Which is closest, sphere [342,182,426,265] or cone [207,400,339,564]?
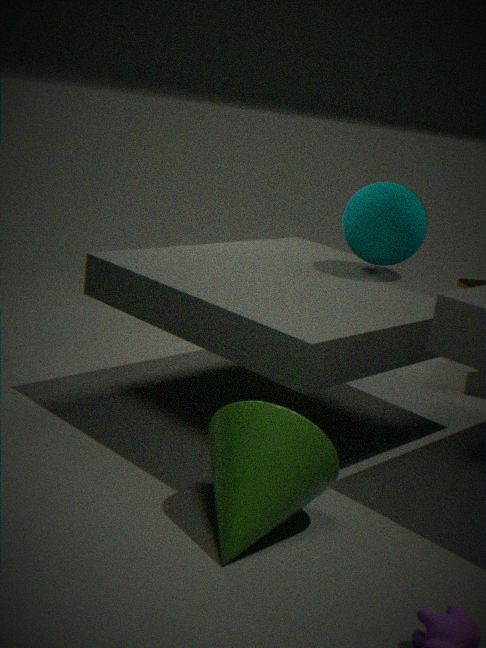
cone [207,400,339,564]
